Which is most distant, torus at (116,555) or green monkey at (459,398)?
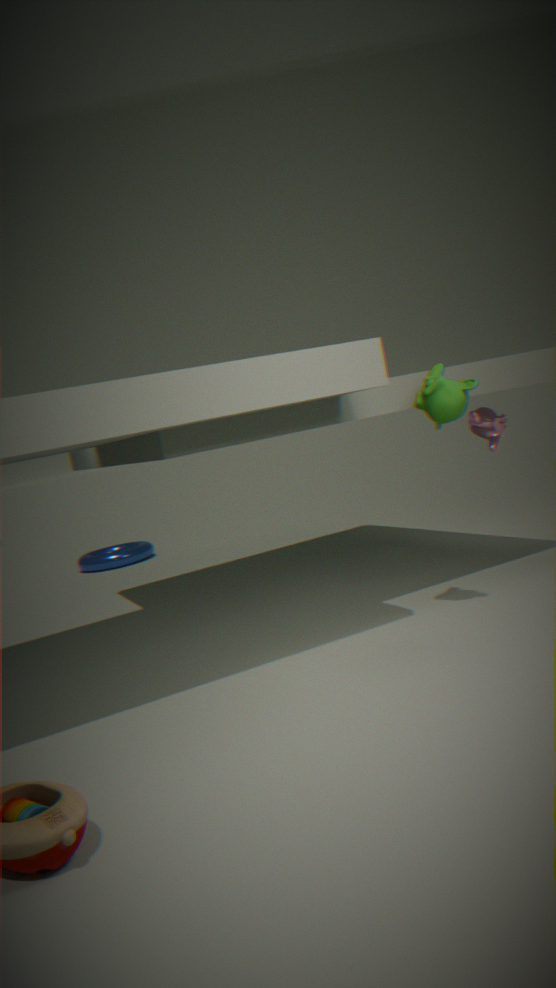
torus at (116,555)
